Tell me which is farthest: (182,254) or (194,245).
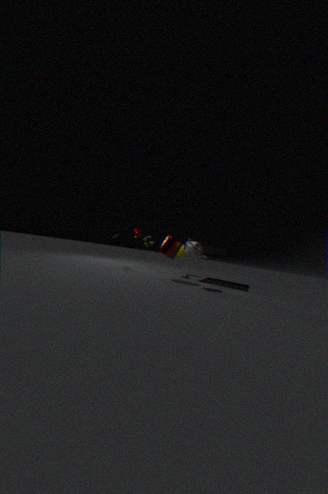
(182,254)
